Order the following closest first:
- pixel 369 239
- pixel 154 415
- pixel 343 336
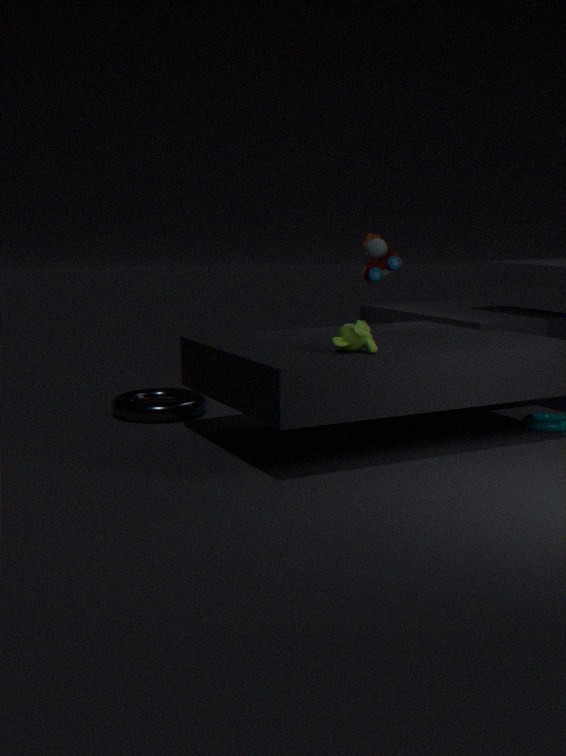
pixel 343 336 < pixel 154 415 < pixel 369 239
